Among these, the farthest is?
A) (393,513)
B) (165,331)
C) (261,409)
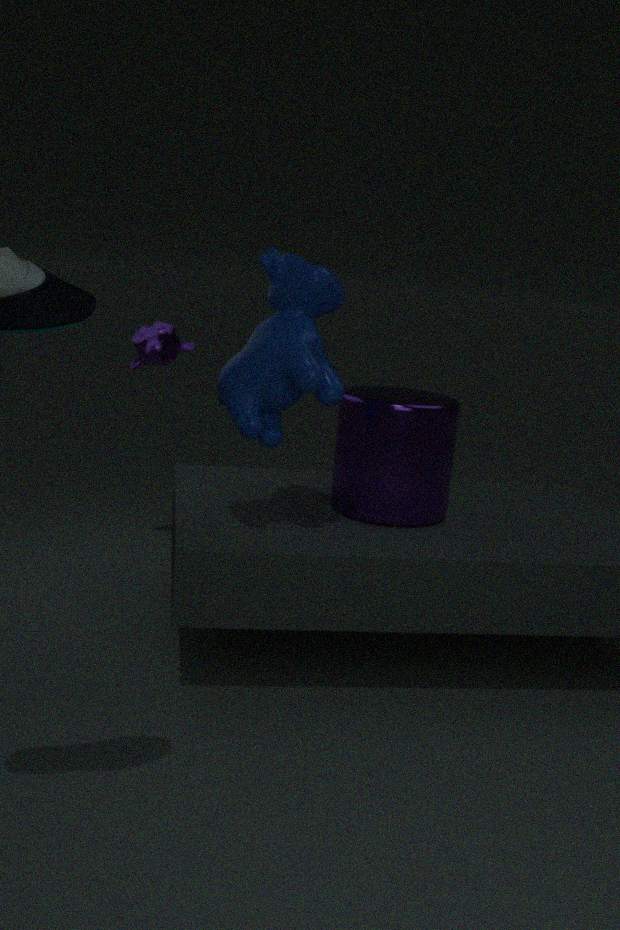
(165,331)
